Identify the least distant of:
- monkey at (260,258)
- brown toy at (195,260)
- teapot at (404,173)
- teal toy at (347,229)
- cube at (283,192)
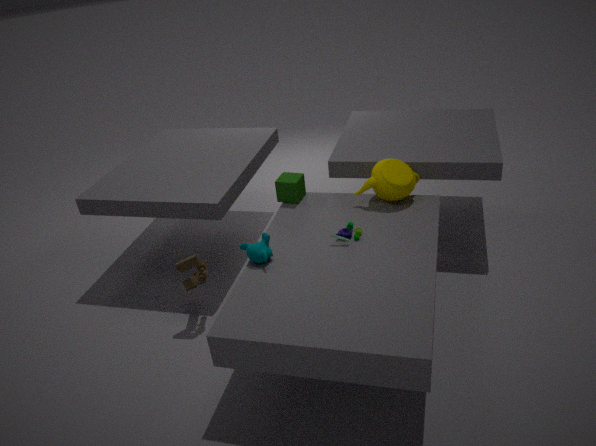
monkey at (260,258)
